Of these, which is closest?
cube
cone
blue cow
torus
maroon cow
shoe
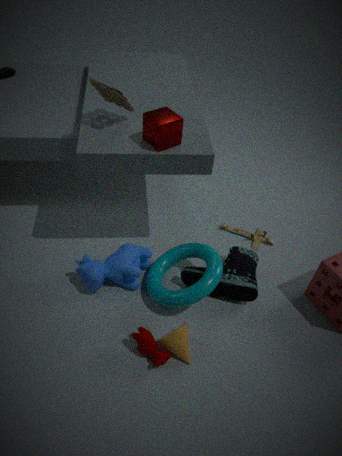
maroon cow
